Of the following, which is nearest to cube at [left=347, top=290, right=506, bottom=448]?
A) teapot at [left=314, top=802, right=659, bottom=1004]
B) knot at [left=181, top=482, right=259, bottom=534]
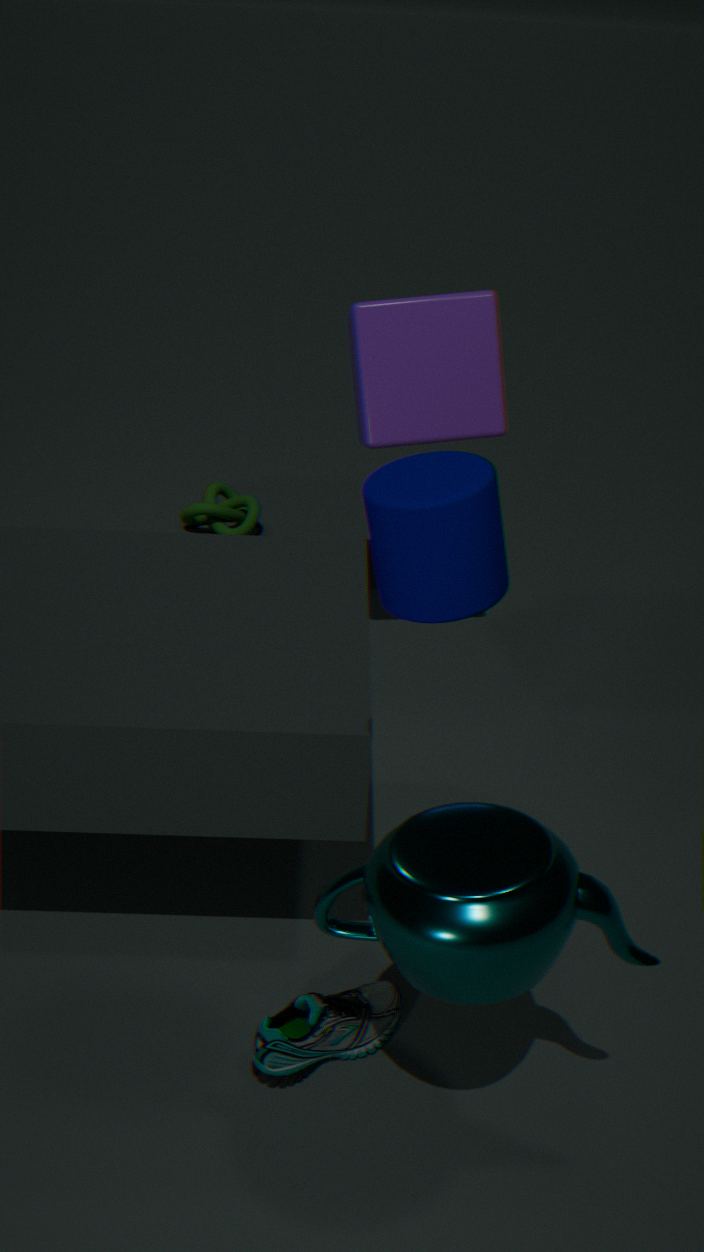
knot at [left=181, top=482, right=259, bottom=534]
